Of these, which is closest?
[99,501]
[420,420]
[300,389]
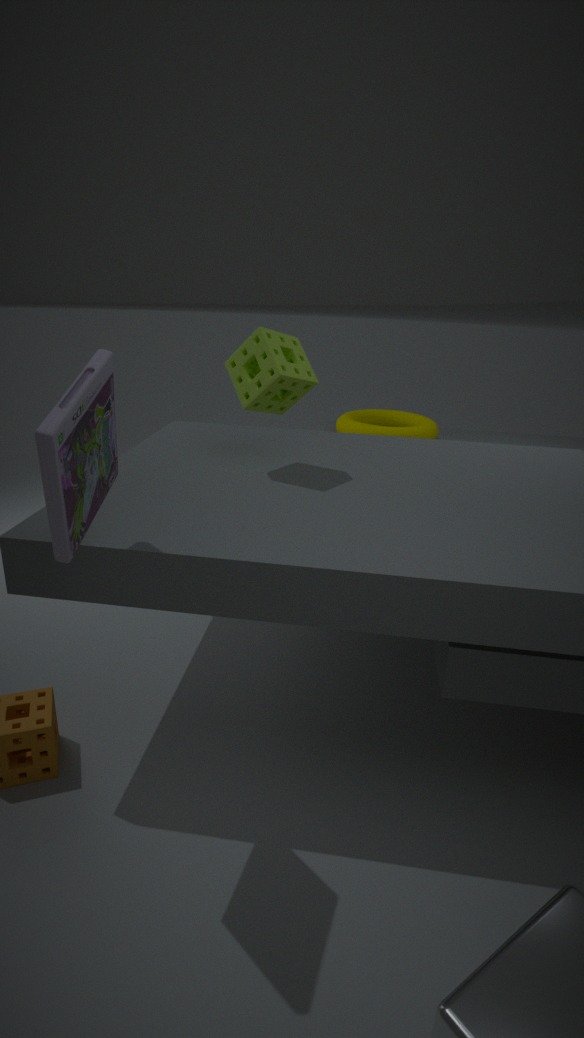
[99,501]
